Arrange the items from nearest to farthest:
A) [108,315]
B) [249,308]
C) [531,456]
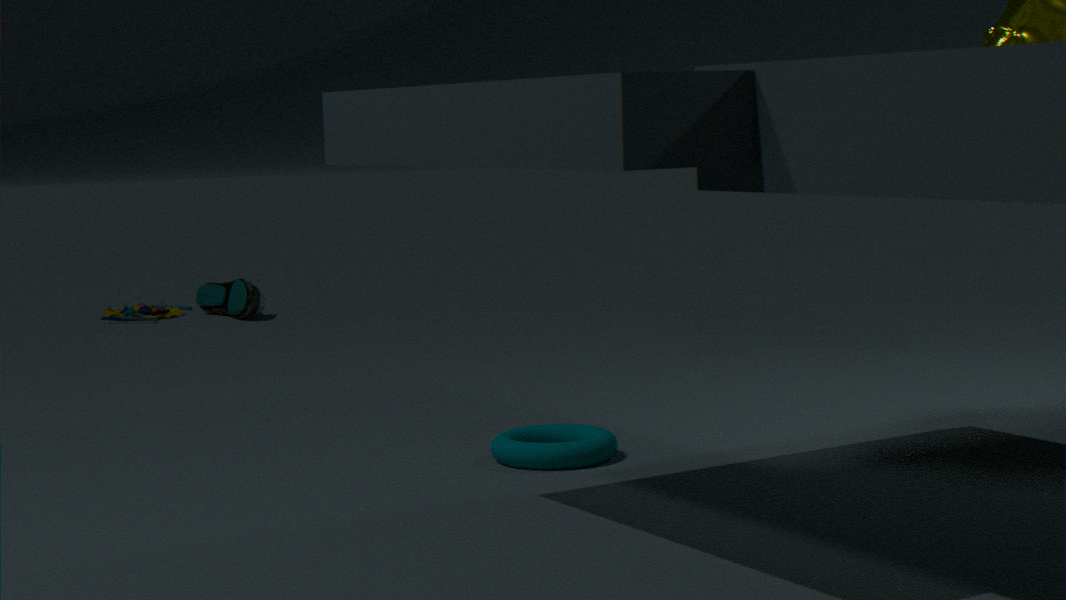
[531,456] → [249,308] → [108,315]
